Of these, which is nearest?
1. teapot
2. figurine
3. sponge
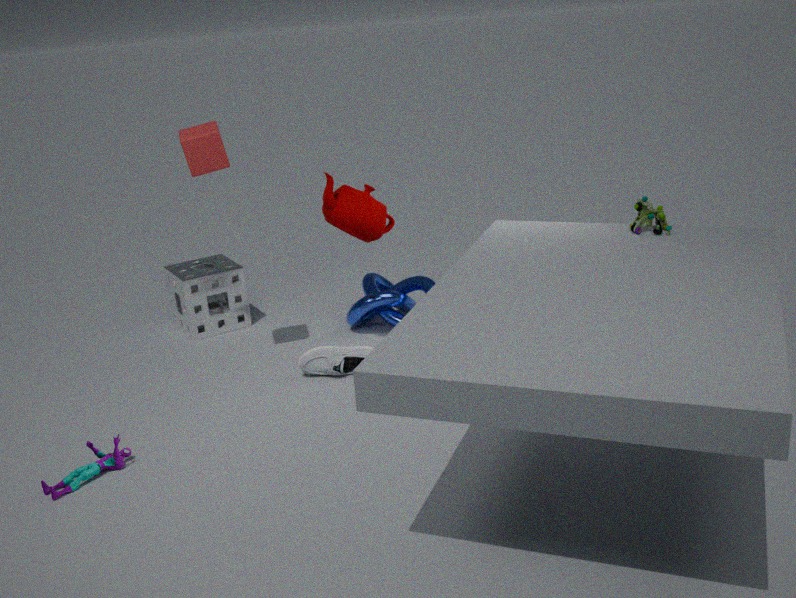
figurine
